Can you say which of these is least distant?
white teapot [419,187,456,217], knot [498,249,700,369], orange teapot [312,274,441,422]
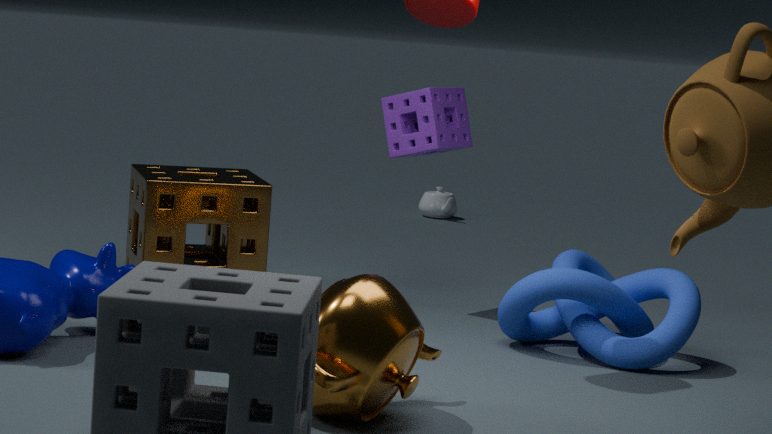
orange teapot [312,274,441,422]
